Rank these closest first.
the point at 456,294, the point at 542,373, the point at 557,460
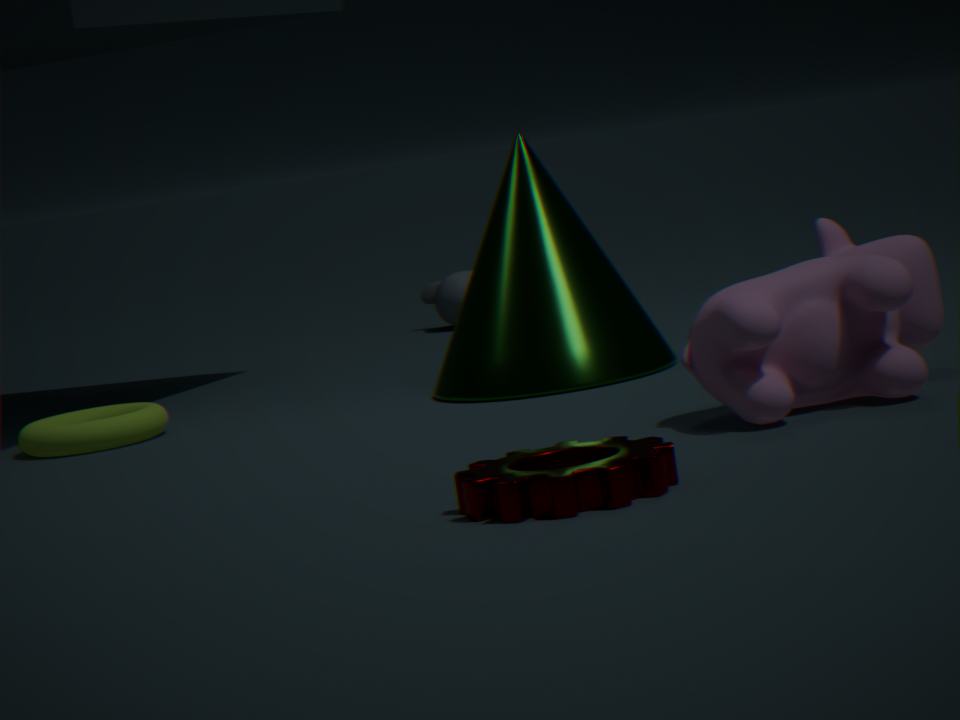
1. the point at 557,460
2. the point at 542,373
3. the point at 456,294
